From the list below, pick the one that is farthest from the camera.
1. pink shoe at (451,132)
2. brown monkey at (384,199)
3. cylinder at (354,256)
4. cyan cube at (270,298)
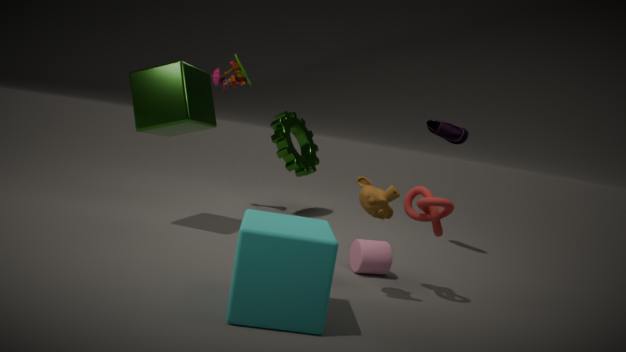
pink shoe at (451,132)
